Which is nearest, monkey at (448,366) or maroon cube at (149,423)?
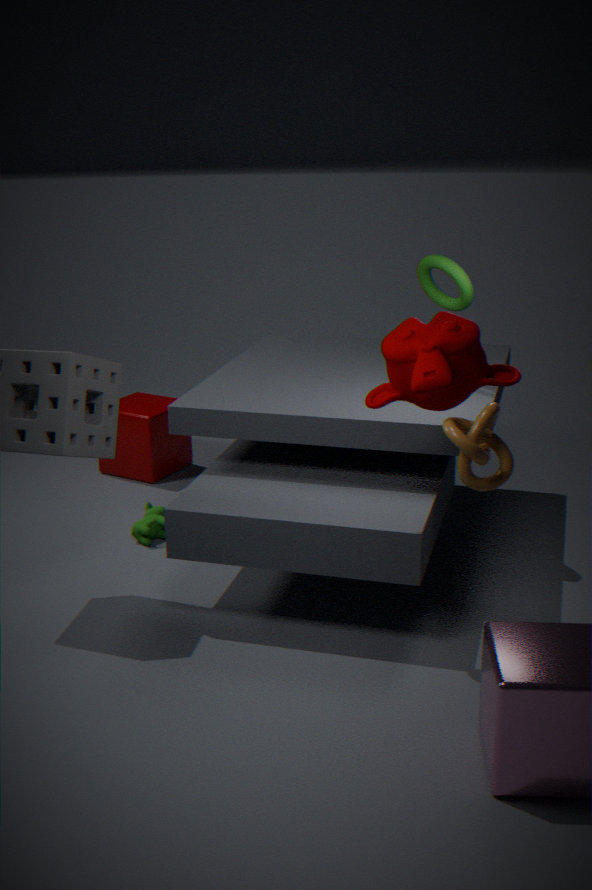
monkey at (448,366)
